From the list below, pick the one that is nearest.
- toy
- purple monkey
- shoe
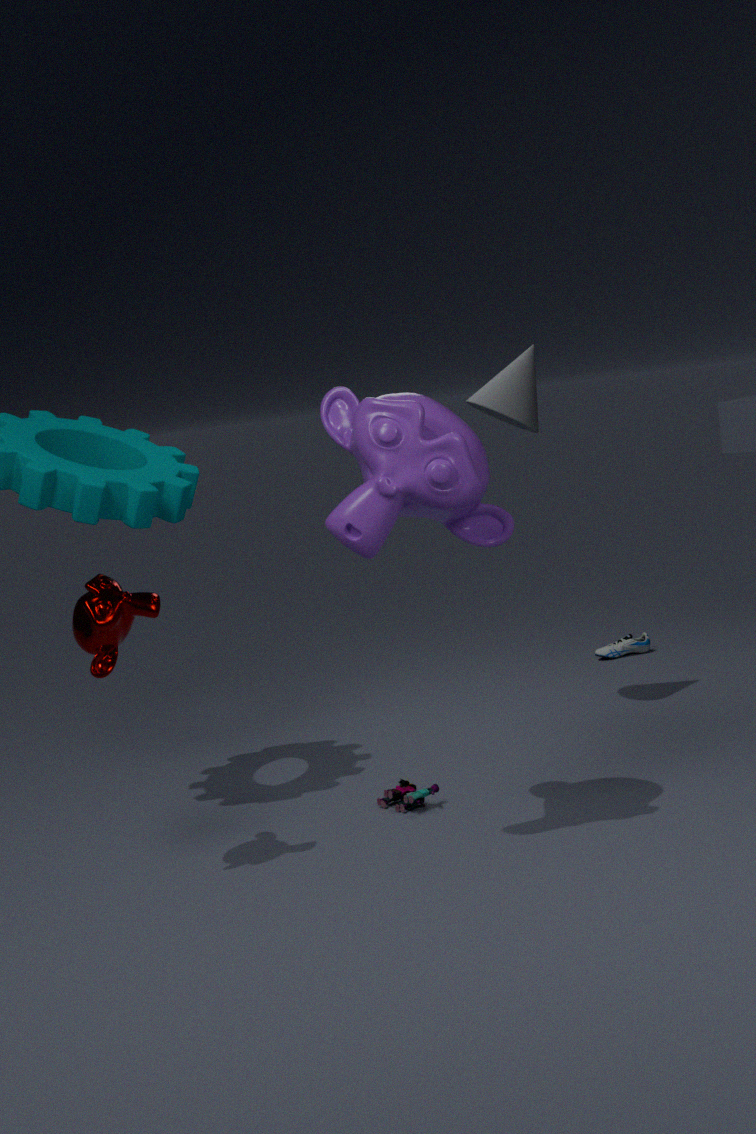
purple monkey
